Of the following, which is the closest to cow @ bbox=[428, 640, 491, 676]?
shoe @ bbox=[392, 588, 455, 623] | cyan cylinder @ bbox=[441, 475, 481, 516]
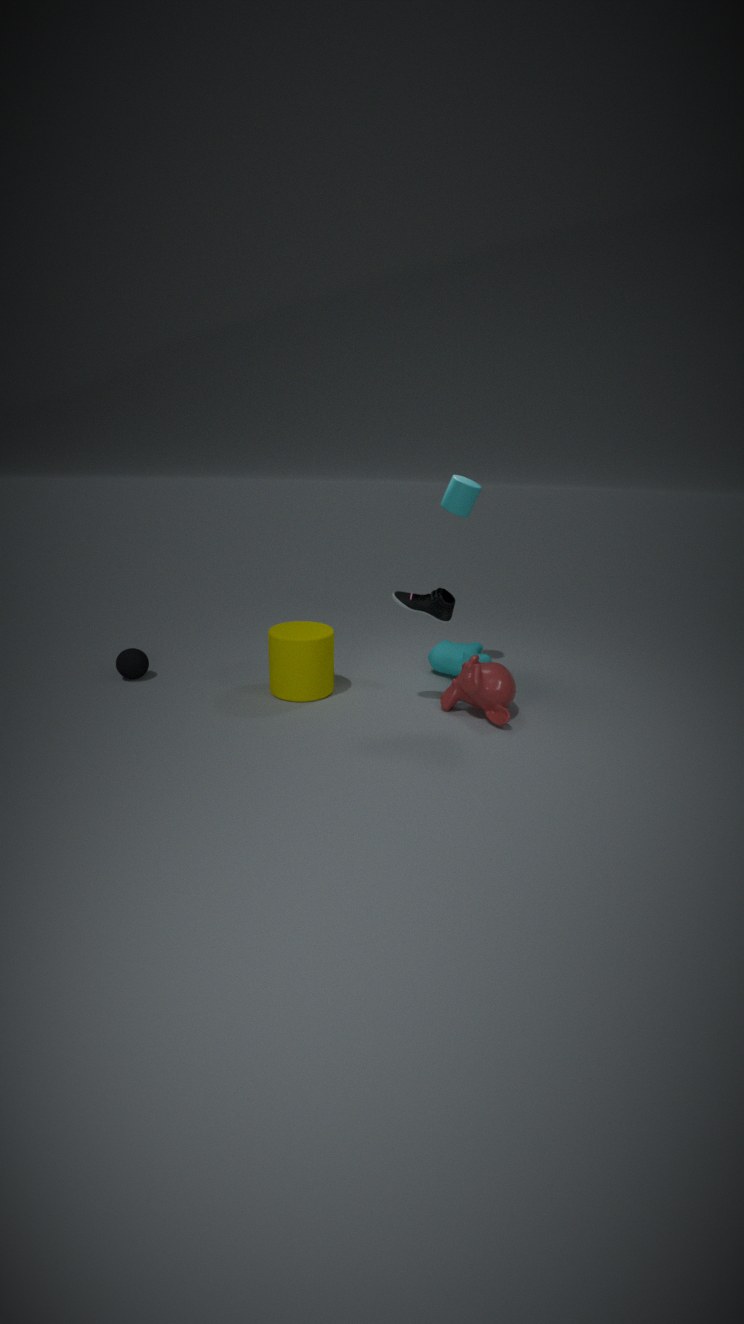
shoe @ bbox=[392, 588, 455, 623]
